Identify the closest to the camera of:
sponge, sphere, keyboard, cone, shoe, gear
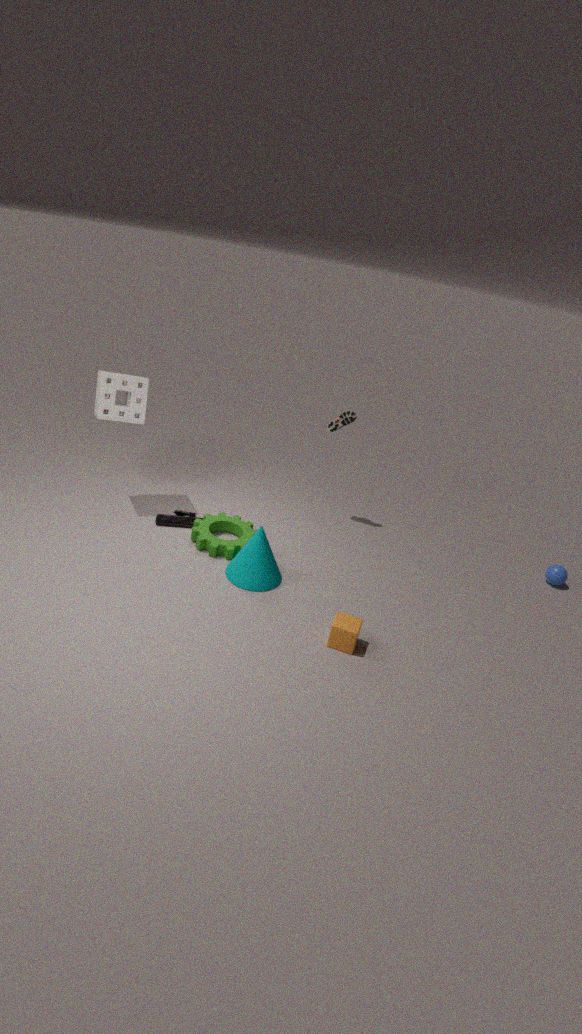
cone
